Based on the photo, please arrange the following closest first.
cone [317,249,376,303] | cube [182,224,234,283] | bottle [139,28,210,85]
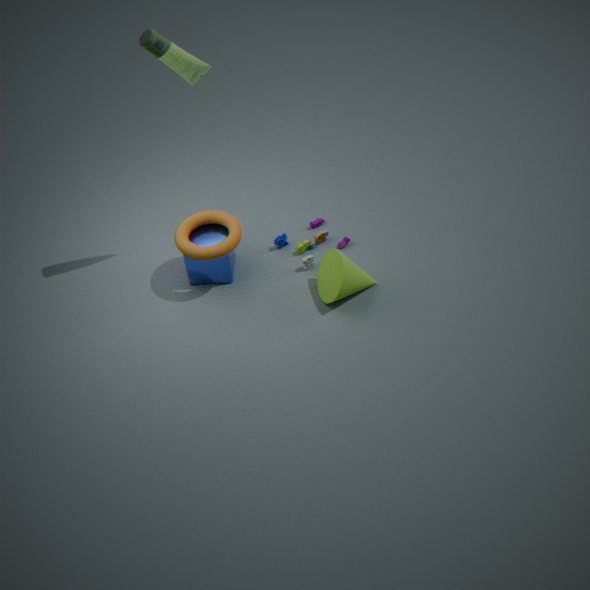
bottle [139,28,210,85]
cone [317,249,376,303]
cube [182,224,234,283]
